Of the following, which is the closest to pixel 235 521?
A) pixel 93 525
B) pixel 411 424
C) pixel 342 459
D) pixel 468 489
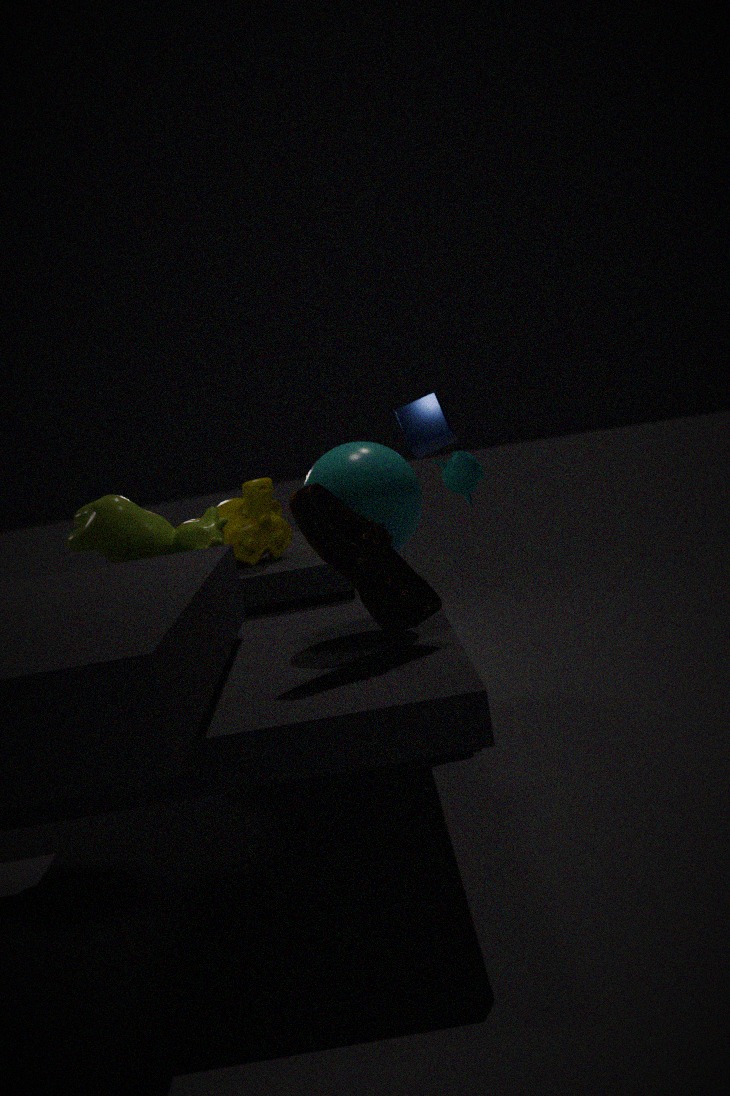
pixel 93 525
